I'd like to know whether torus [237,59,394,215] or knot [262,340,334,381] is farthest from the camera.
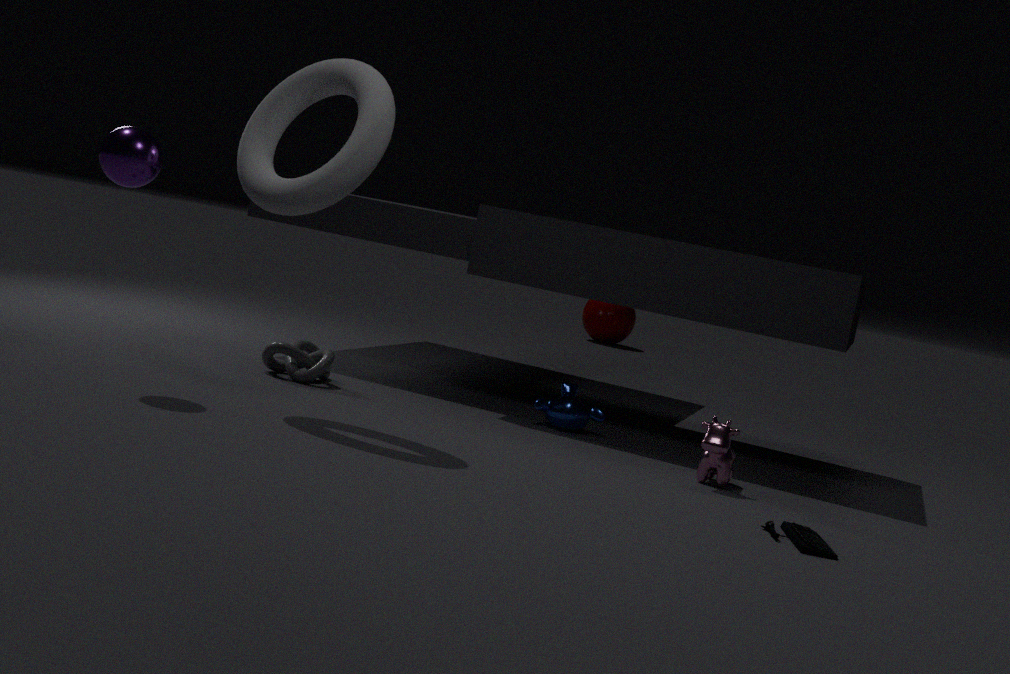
knot [262,340,334,381]
